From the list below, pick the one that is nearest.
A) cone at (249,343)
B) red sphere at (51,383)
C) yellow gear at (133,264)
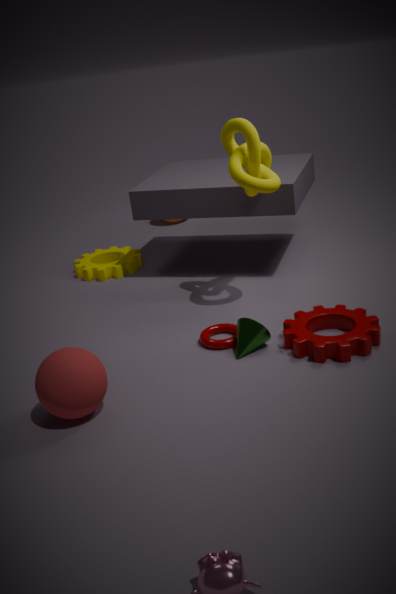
red sphere at (51,383)
